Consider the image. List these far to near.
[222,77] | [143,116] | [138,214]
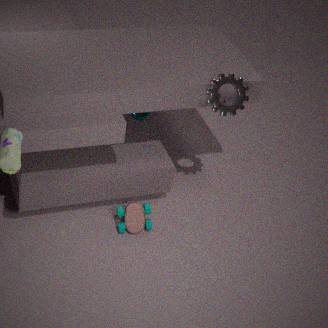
[143,116] → [138,214] → [222,77]
